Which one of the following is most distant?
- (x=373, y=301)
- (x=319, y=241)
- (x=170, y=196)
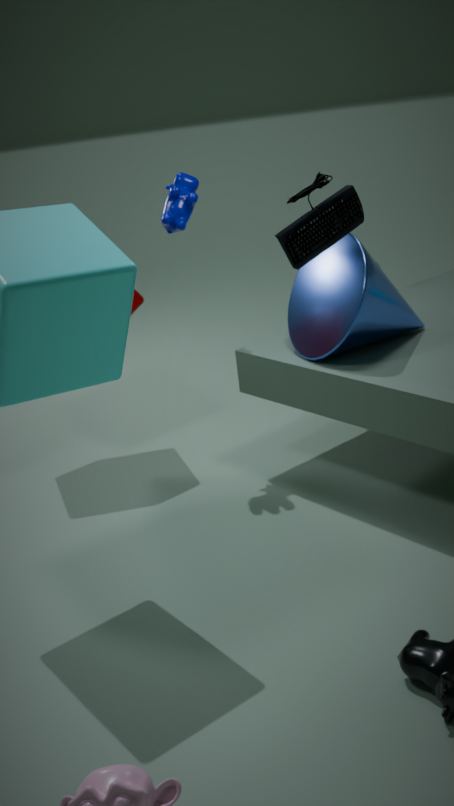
(x=170, y=196)
